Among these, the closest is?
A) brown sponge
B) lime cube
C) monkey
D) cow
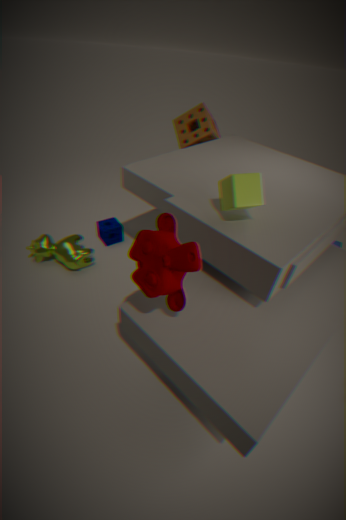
monkey
